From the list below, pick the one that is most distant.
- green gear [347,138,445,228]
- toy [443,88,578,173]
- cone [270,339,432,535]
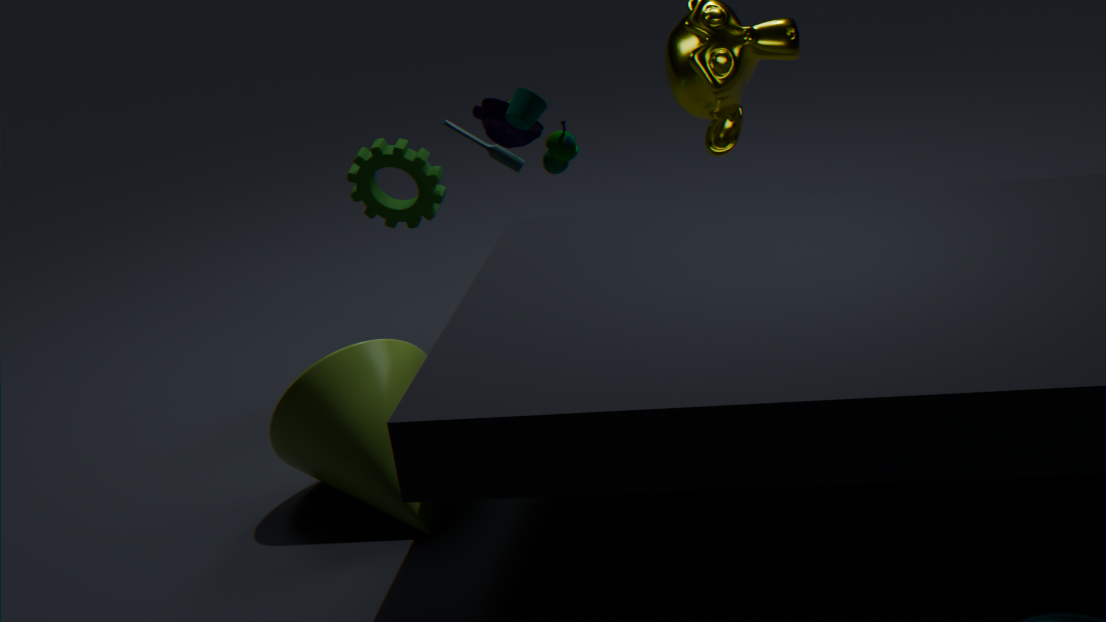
green gear [347,138,445,228]
